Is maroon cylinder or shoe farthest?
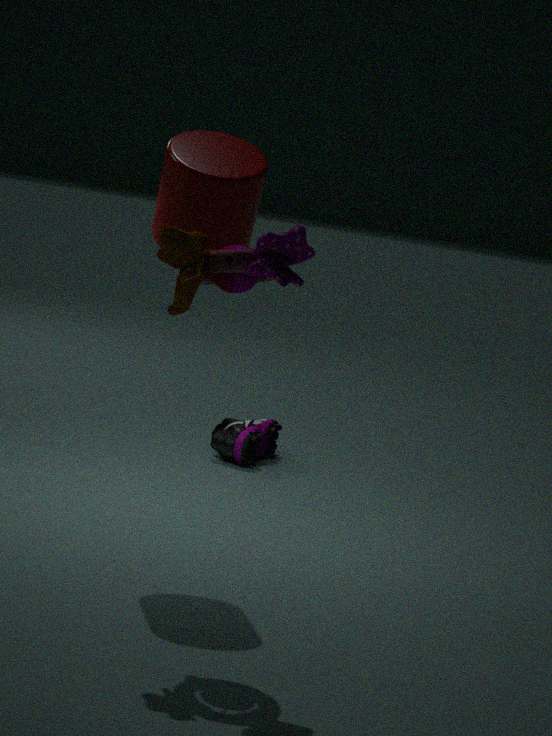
shoe
